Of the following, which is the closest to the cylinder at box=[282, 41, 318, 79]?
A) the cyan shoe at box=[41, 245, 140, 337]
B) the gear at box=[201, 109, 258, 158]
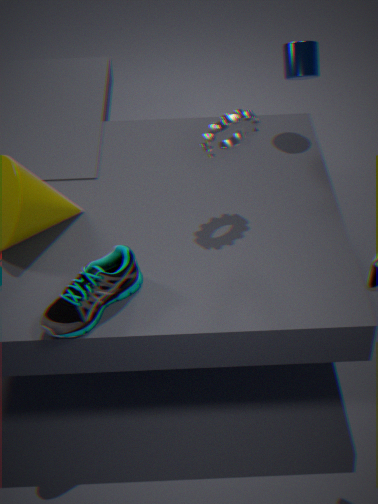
the gear at box=[201, 109, 258, 158]
